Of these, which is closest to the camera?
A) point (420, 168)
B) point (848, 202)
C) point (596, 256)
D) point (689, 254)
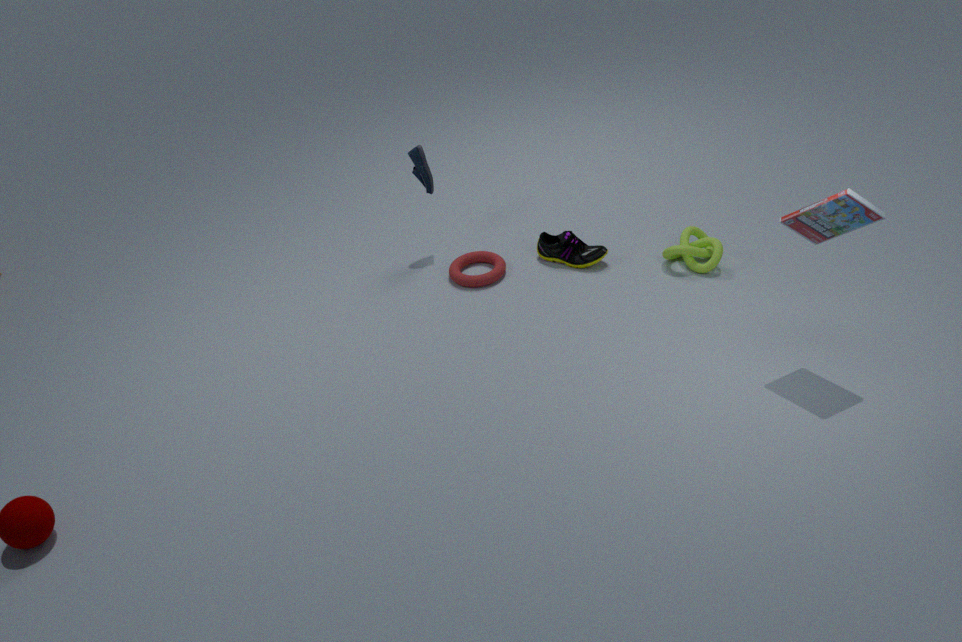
point (848, 202)
